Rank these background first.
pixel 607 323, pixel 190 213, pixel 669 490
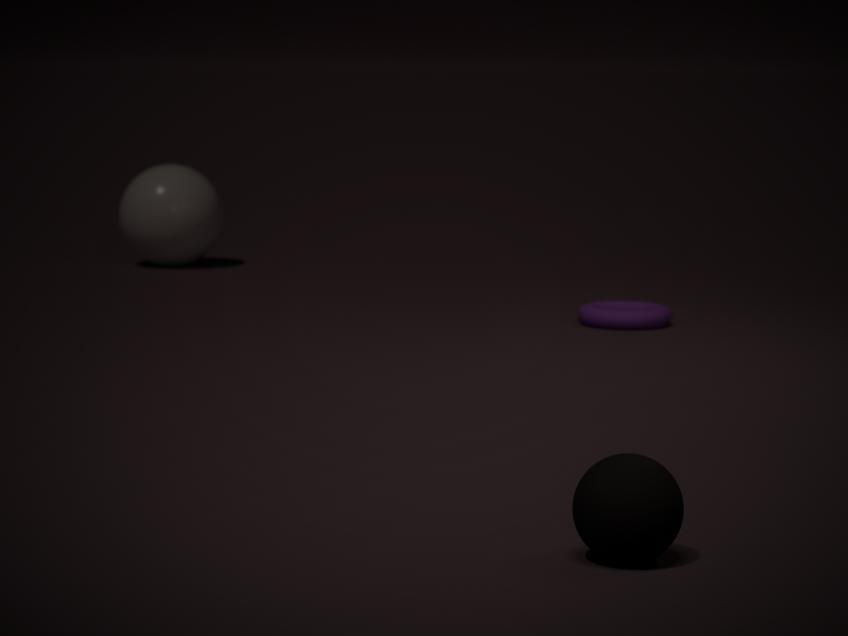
pixel 190 213 → pixel 607 323 → pixel 669 490
